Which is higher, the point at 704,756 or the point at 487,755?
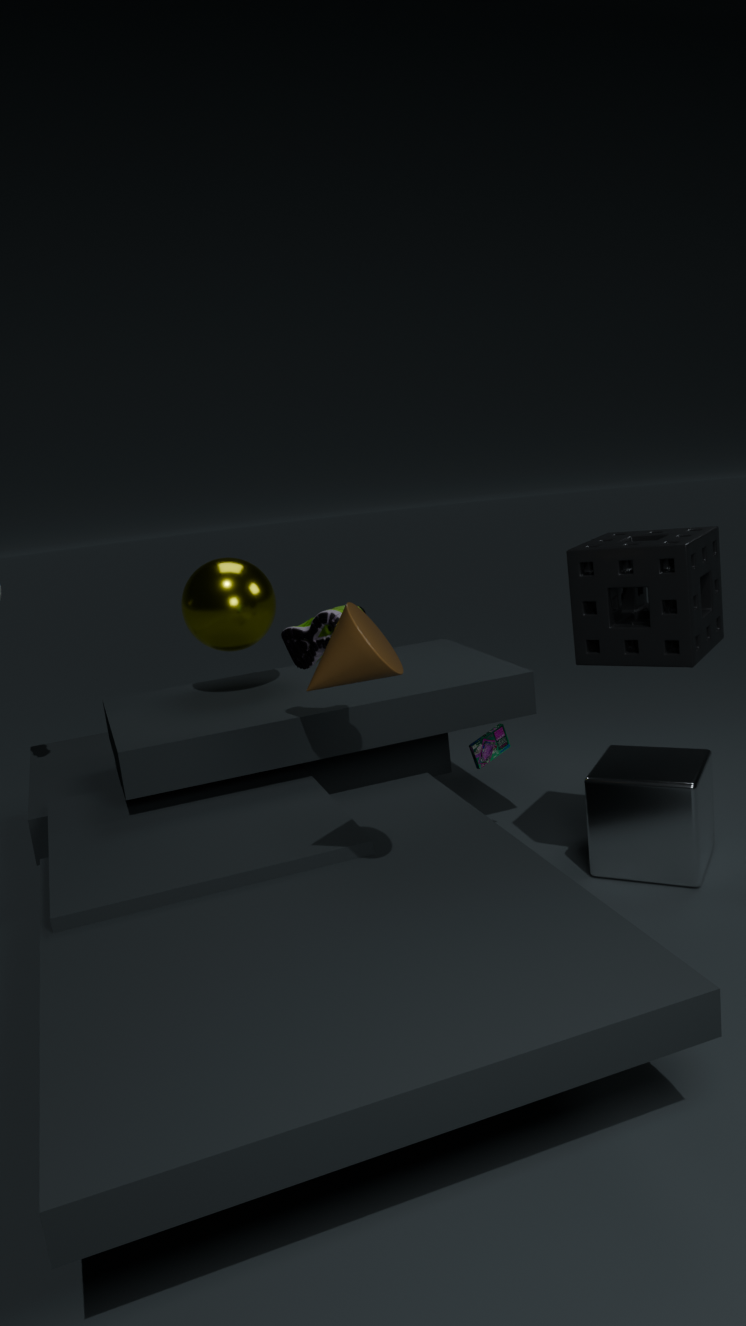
the point at 487,755
